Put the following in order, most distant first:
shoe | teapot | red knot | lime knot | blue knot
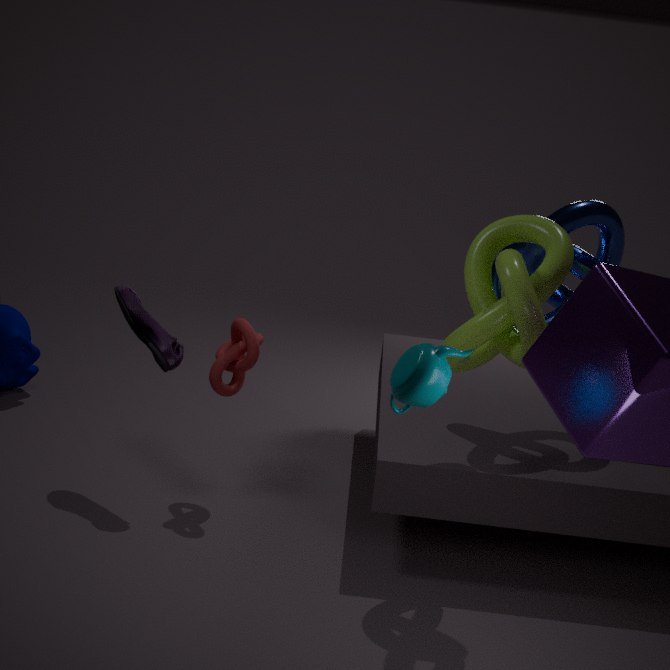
red knot → shoe → blue knot → lime knot → teapot
